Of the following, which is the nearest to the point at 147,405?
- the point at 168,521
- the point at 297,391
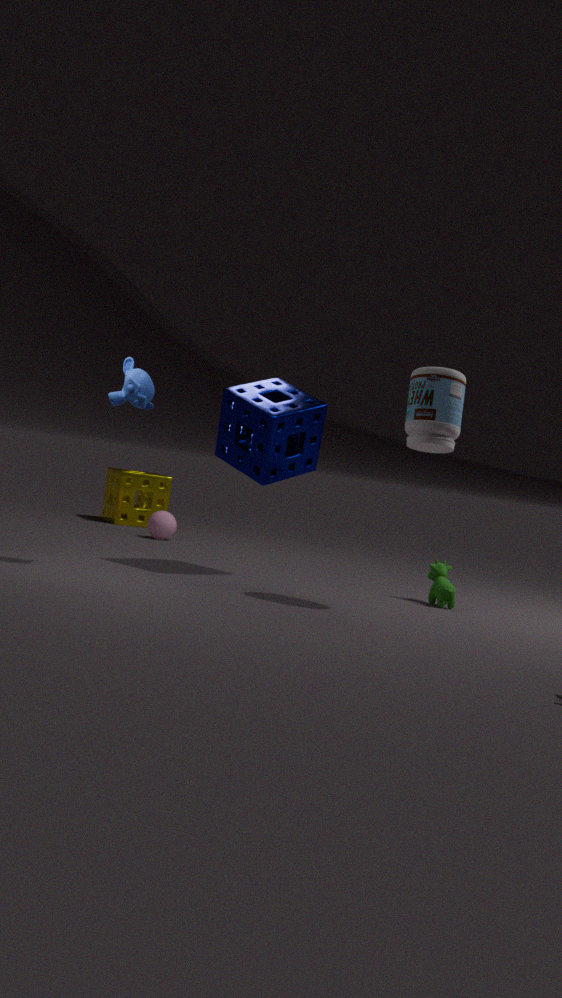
A: the point at 297,391
